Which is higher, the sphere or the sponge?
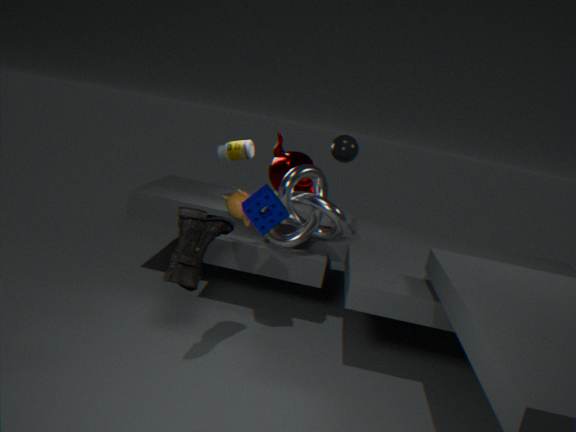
the sphere
